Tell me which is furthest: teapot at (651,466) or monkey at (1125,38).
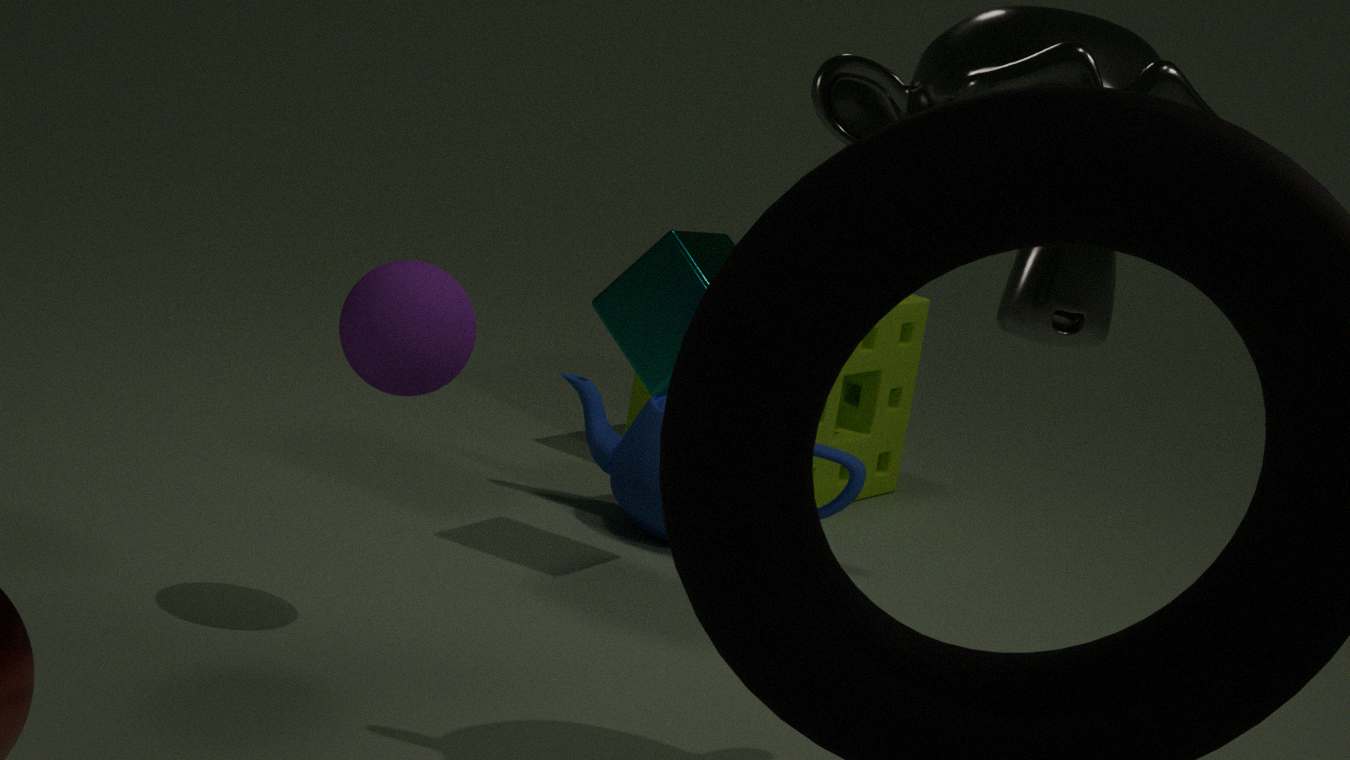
teapot at (651,466)
